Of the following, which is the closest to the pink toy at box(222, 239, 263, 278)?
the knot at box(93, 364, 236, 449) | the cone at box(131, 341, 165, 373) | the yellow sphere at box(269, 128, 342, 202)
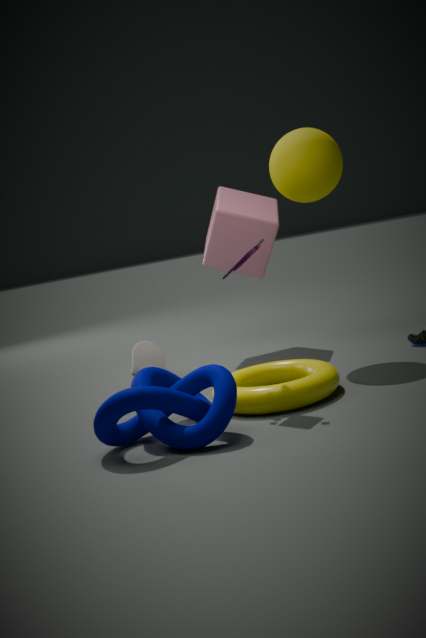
the knot at box(93, 364, 236, 449)
